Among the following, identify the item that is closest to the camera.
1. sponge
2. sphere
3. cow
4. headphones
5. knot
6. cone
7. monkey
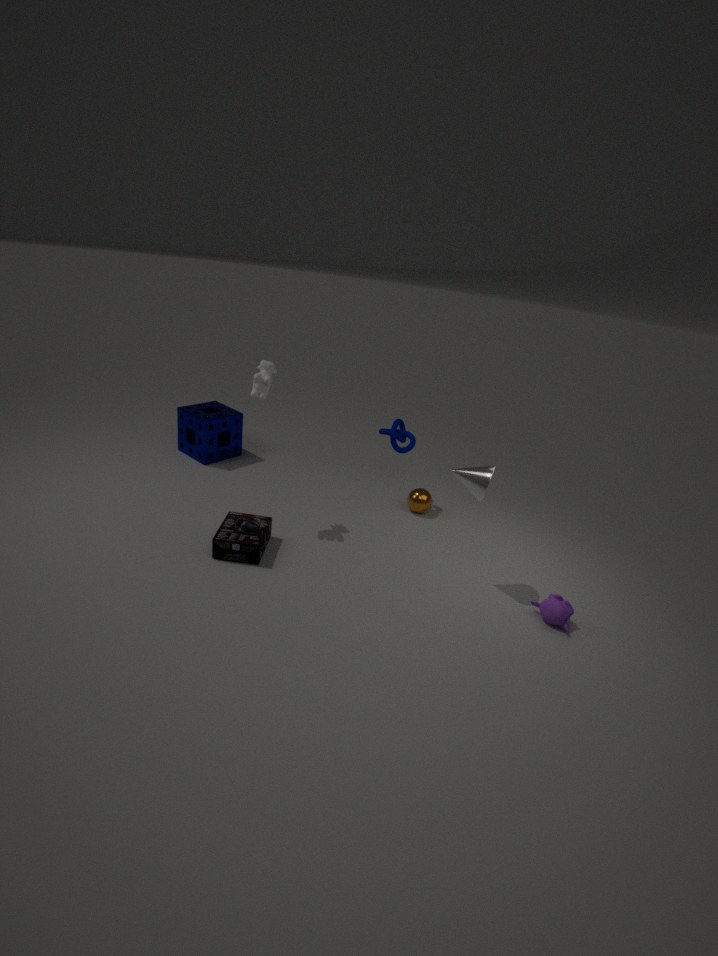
cone
